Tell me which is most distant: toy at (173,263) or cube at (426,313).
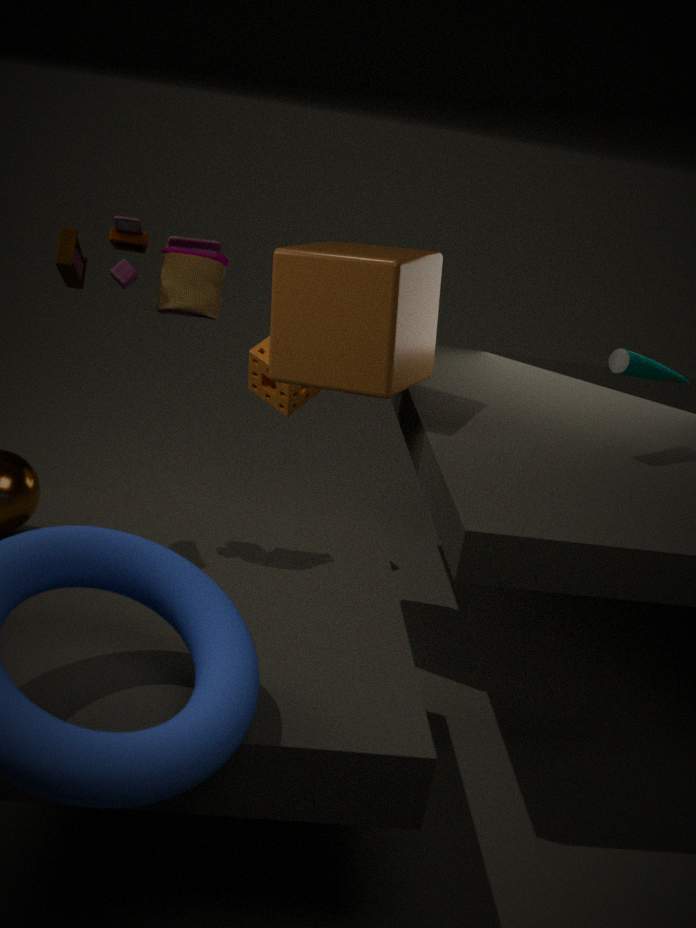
cube at (426,313)
